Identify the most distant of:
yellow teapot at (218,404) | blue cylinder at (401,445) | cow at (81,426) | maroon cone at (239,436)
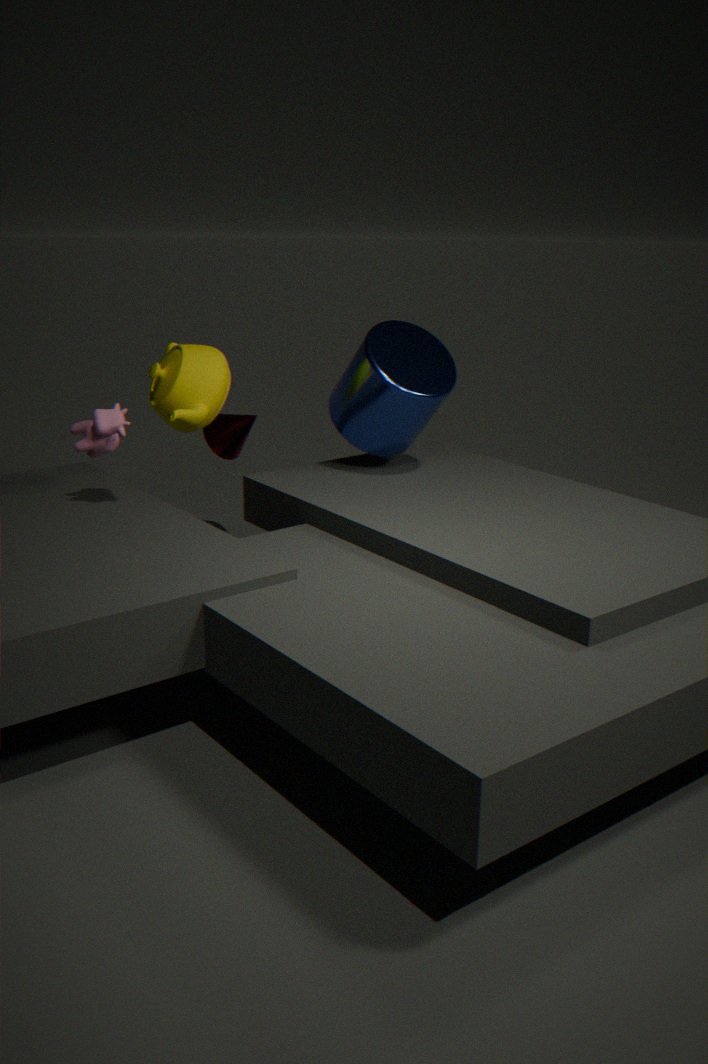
maroon cone at (239,436)
